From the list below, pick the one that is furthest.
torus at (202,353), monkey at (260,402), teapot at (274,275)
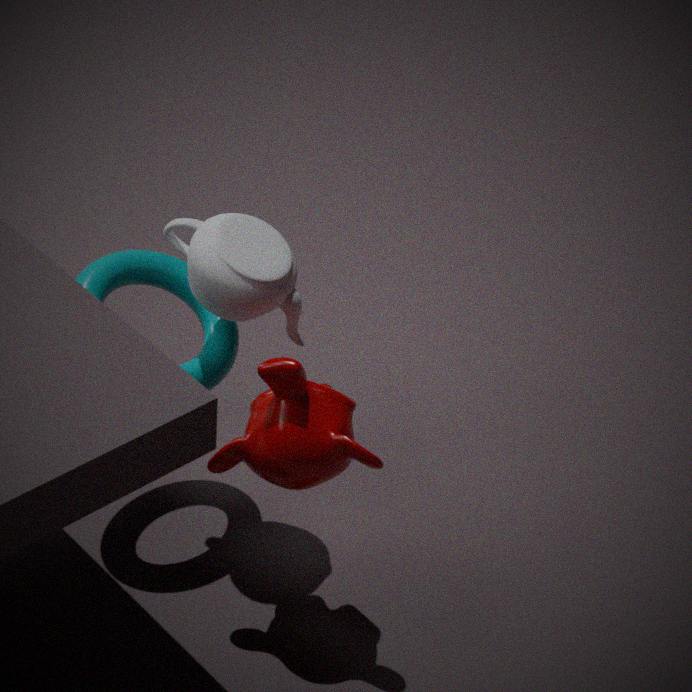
torus at (202,353)
